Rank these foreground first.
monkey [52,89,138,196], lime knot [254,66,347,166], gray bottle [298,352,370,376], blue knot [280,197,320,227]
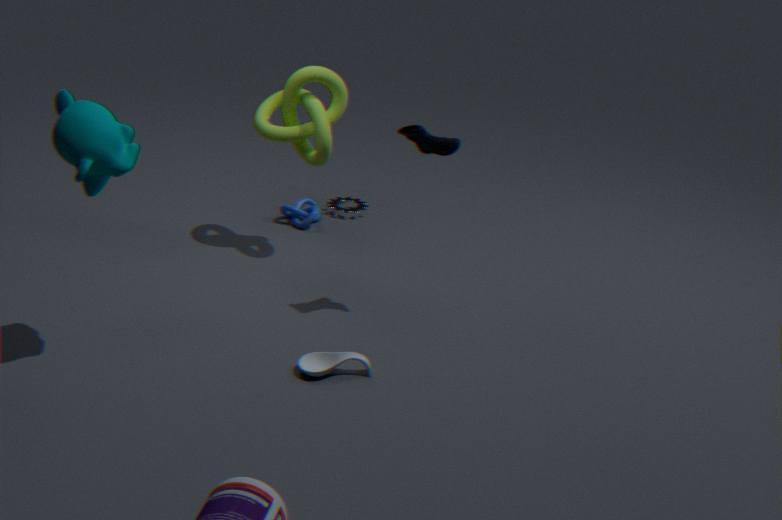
monkey [52,89,138,196]
gray bottle [298,352,370,376]
lime knot [254,66,347,166]
blue knot [280,197,320,227]
